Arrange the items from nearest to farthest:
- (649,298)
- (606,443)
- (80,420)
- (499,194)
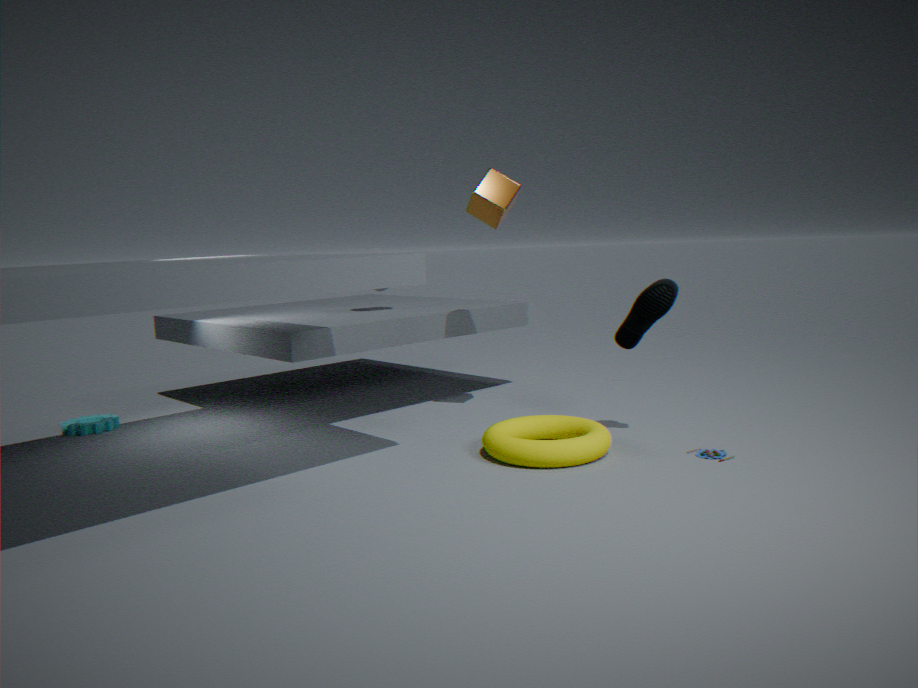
(606,443), (649,298), (499,194), (80,420)
